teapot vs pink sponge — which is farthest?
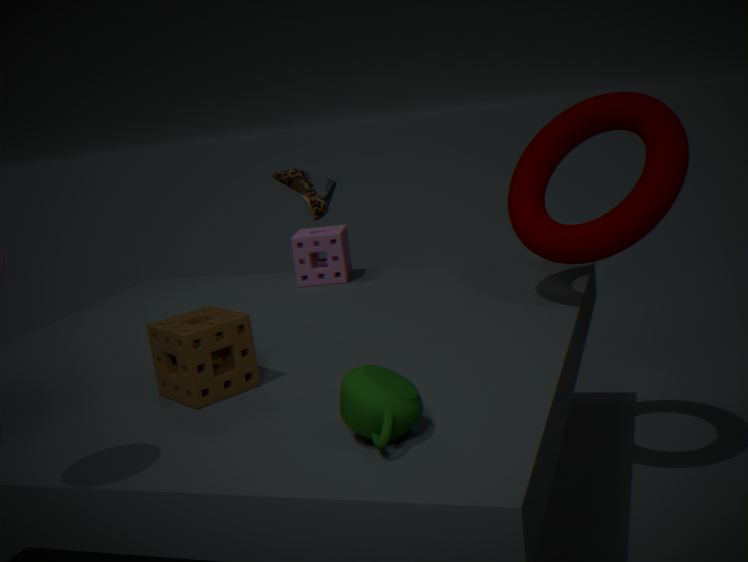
pink sponge
